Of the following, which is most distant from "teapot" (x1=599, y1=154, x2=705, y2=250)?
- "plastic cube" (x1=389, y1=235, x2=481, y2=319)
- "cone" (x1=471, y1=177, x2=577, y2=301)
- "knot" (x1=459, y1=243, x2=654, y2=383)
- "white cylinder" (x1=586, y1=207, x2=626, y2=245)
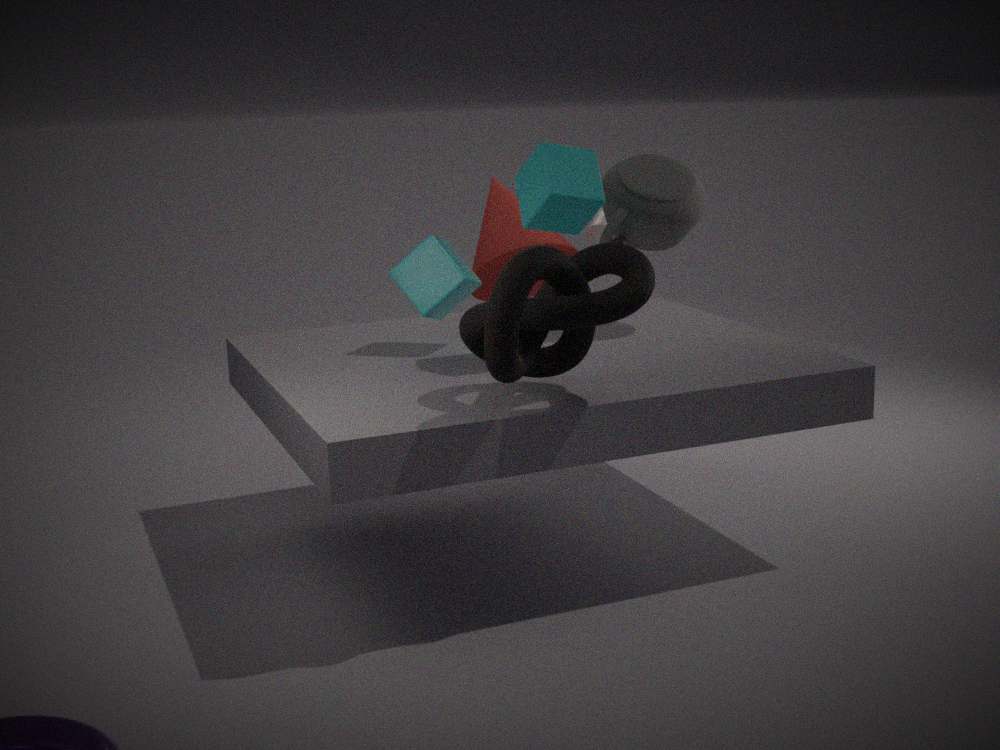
"knot" (x1=459, y1=243, x2=654, y2=383)
